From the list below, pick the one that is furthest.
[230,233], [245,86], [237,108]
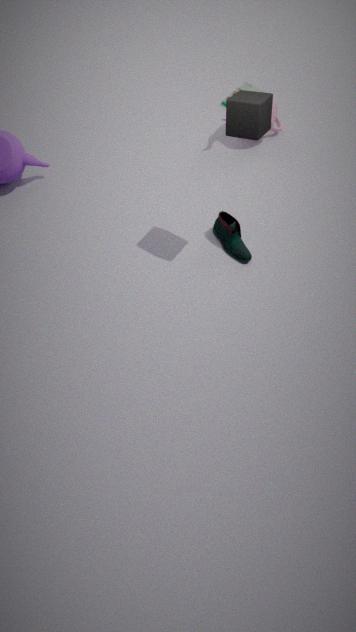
[245,86]
